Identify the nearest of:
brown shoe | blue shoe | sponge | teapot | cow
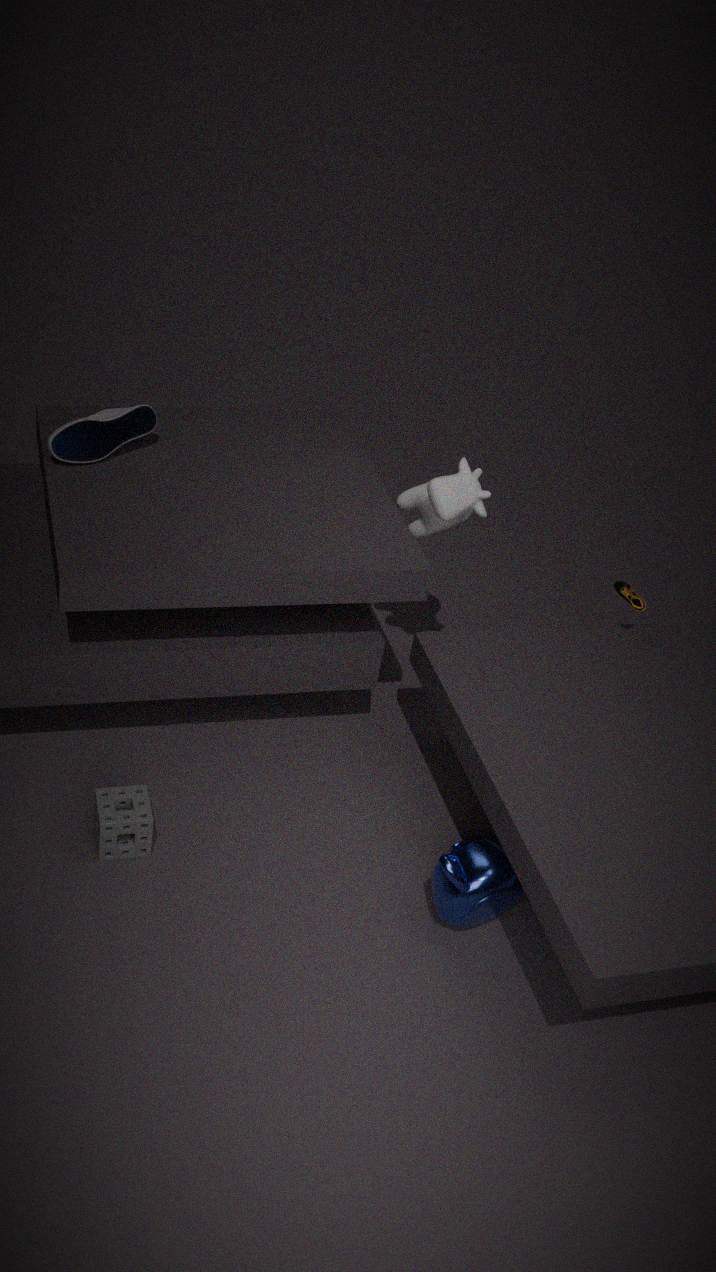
teapot
